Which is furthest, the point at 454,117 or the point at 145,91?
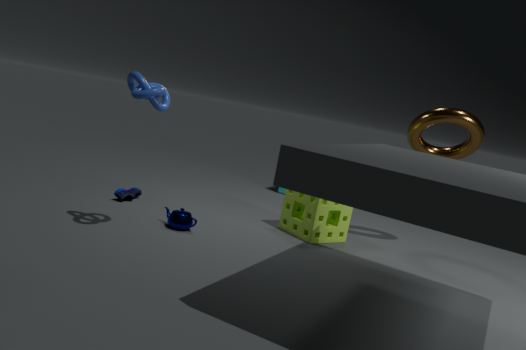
the point at 454,117
